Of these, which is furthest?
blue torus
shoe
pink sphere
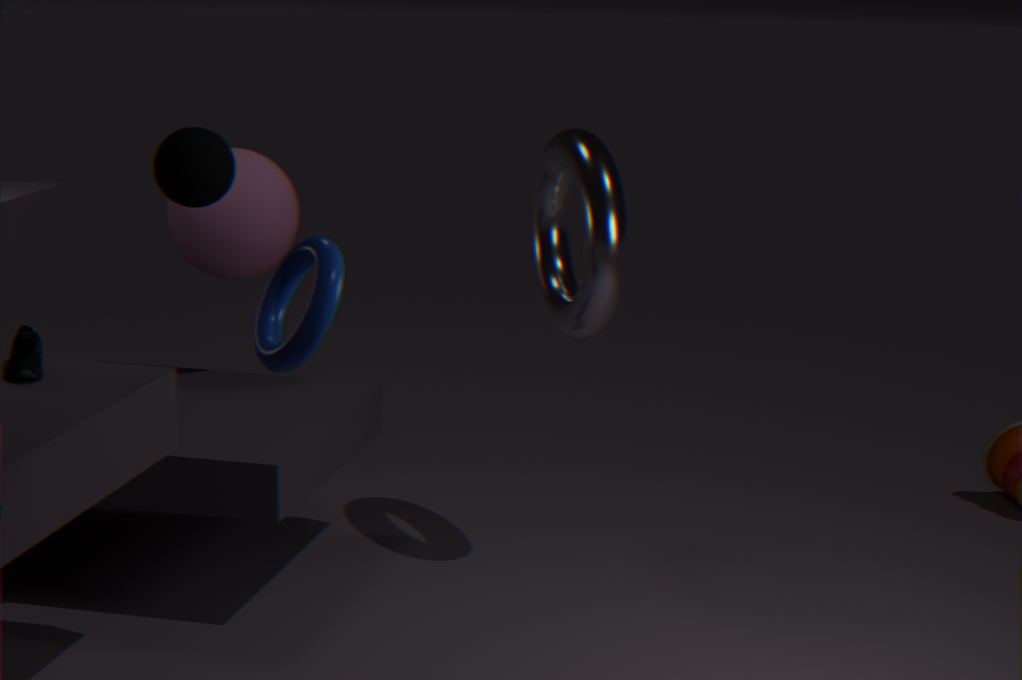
pink sphere
